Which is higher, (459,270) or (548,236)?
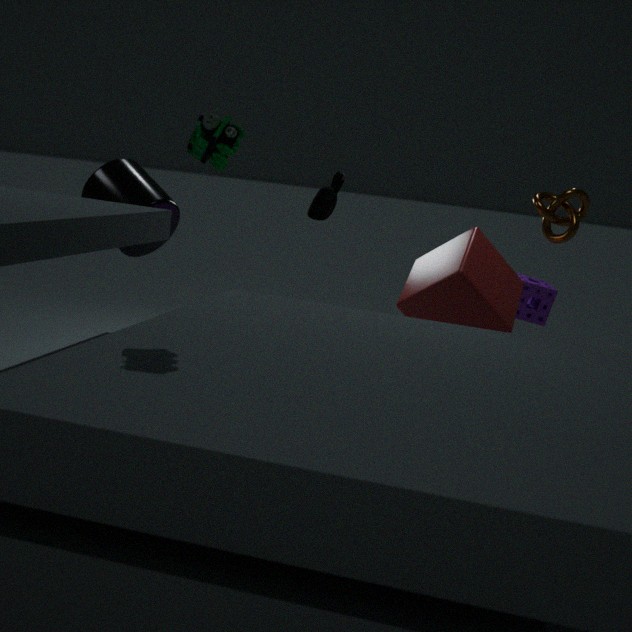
(548,236)
